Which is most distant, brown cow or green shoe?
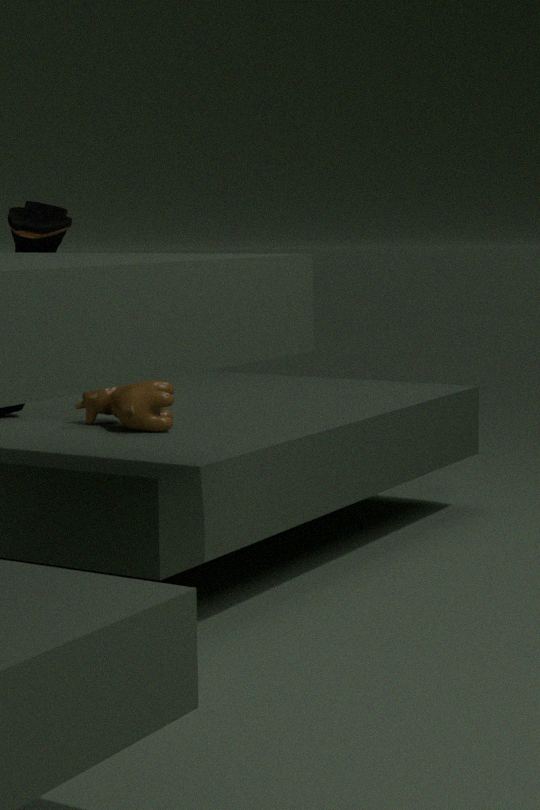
green shoe
